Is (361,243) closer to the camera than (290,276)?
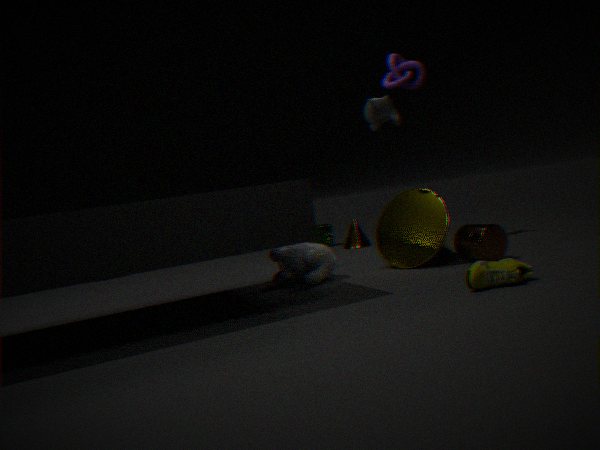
No
